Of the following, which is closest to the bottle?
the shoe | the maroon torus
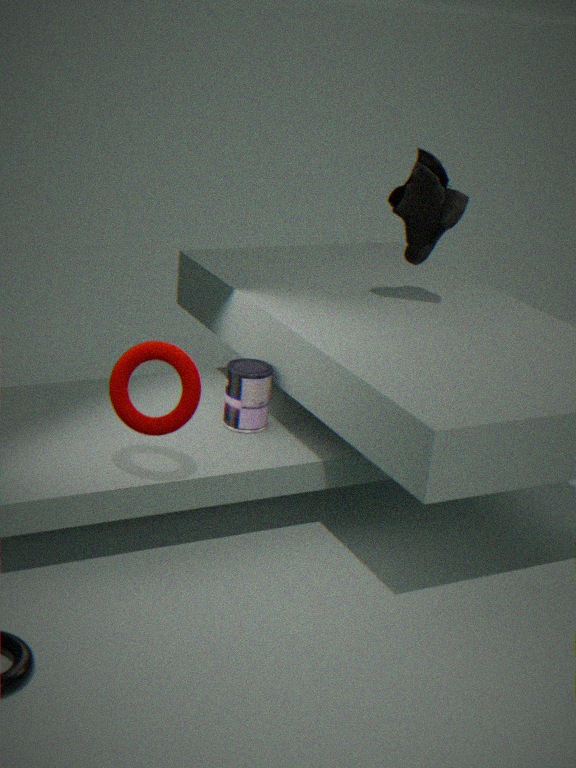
the maroon torus
